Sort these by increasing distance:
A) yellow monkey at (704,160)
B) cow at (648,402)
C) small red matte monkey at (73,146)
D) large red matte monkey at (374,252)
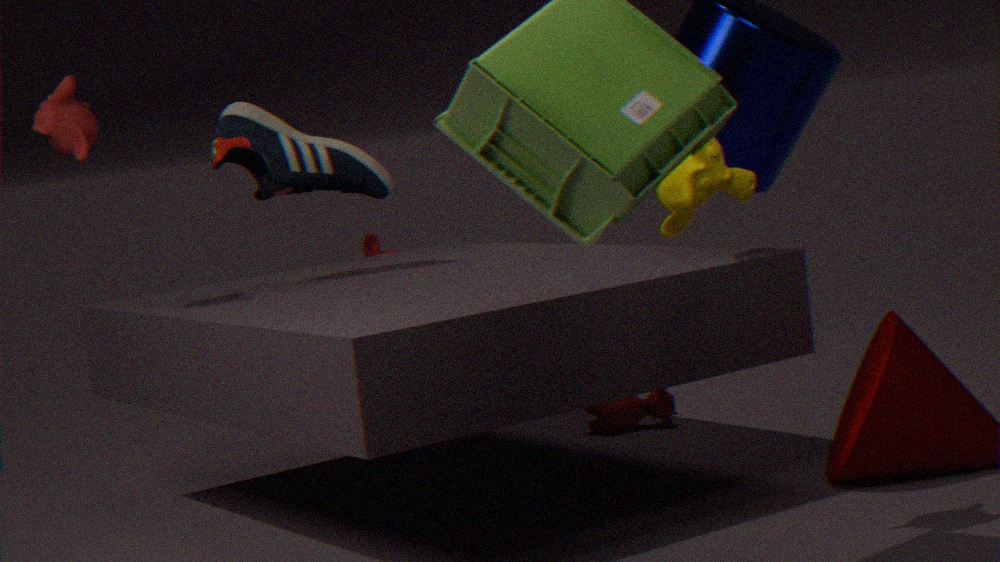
yellow monkey at (704,160), small red matte monkey at (73,146), cow at (648,402), large red matte monkey at (374,252)
